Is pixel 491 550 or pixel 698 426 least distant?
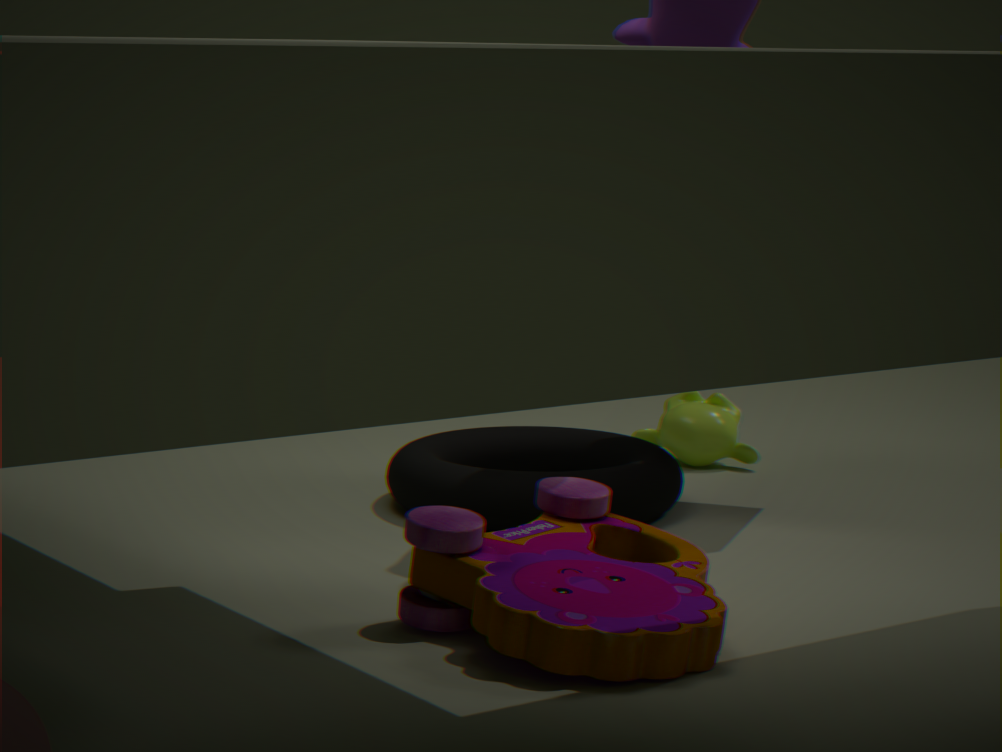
pixel 491 550
